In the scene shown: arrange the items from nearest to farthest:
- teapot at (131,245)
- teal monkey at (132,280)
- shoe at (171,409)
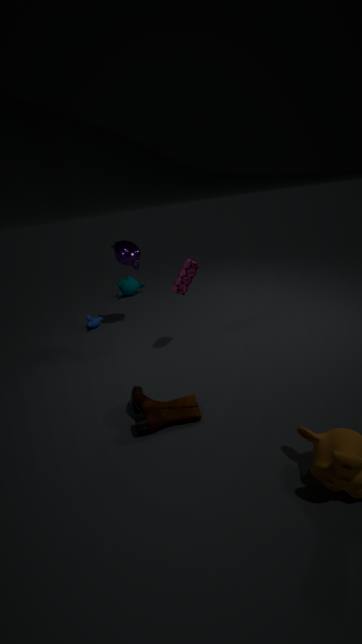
1. shoe at (171,409)
2. teapot at (131,245)
3. teal monkey at (132,280)
